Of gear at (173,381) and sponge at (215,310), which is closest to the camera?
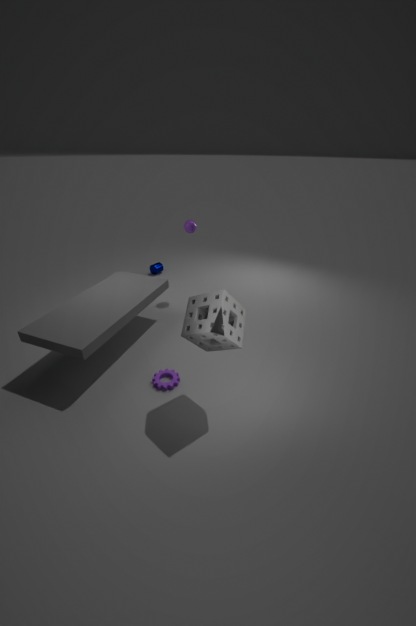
sponge at (215,310)
